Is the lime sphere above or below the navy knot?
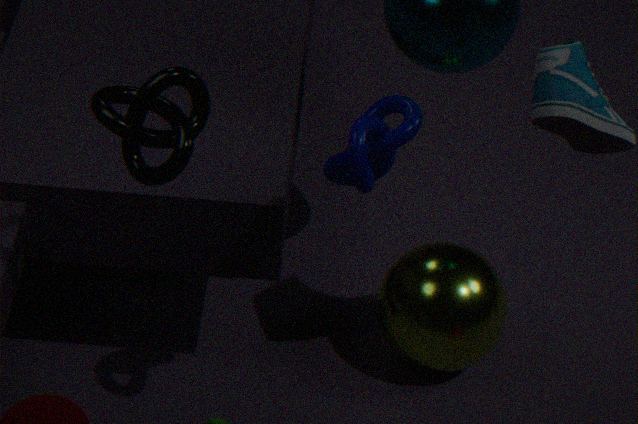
below
